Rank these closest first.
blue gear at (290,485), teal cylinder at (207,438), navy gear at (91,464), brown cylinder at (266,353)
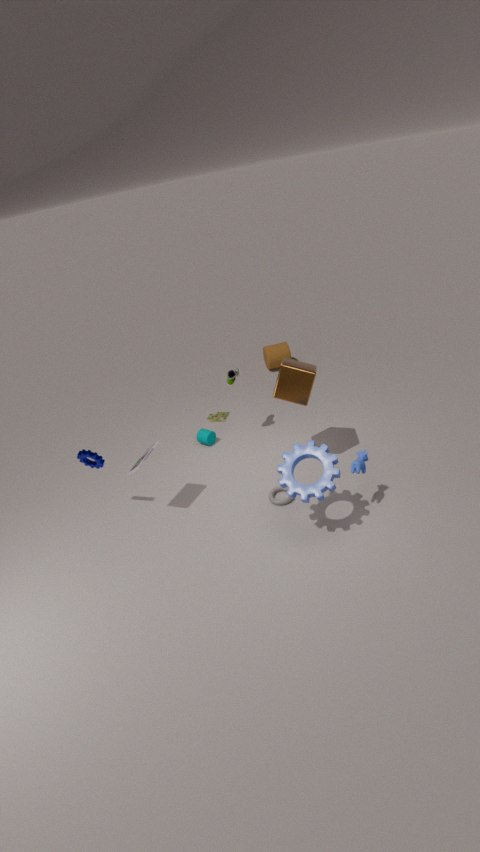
1. blue gear at (290,485)
2. navy gear at (91,464)
3. teal cylinder at (207,438)
4. brown cylinder at (266,353)
